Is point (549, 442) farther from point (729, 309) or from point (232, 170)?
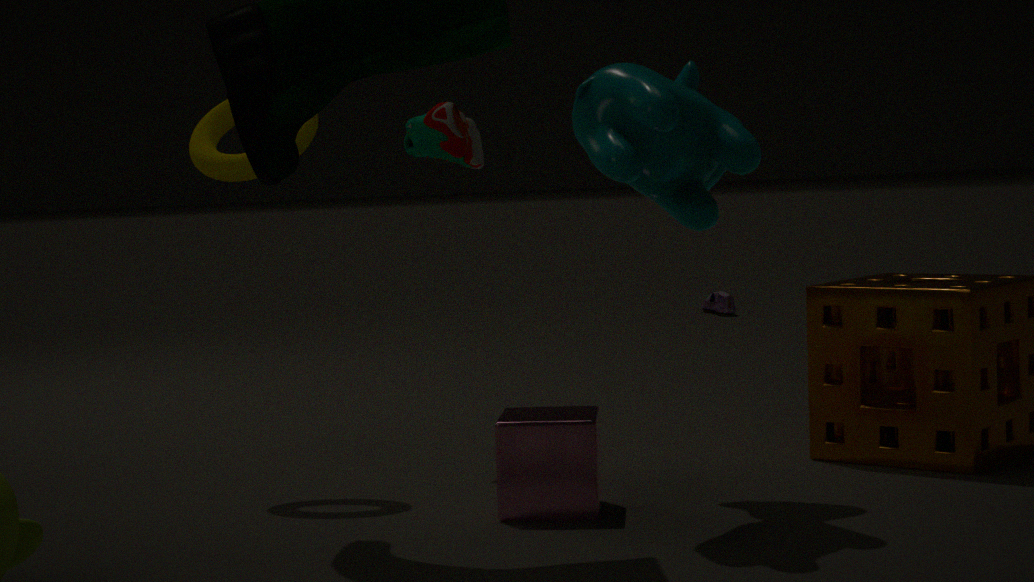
point (729, 309)
